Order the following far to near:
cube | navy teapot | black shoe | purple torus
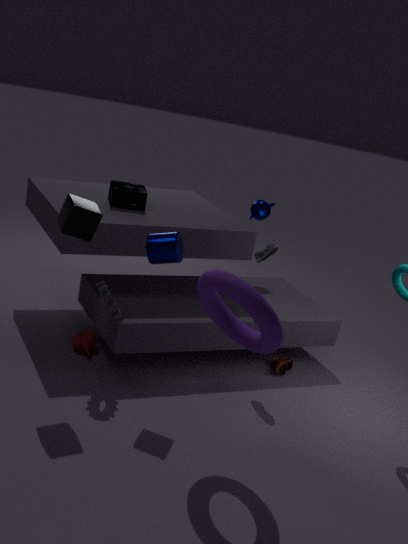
navy teapot < black shoe < cube < purple torus
